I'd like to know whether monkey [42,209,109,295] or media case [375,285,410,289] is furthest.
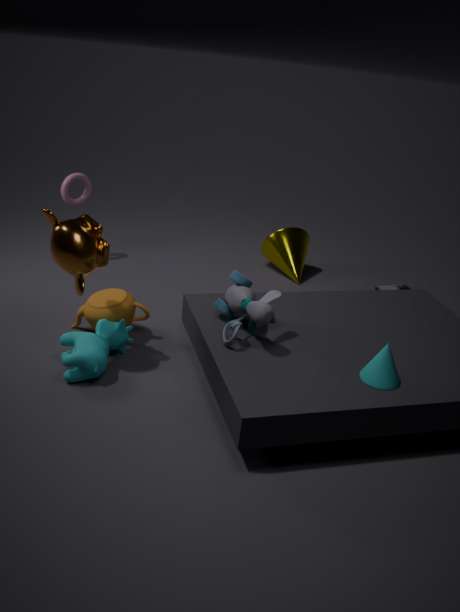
media case [375,285,410,289]
